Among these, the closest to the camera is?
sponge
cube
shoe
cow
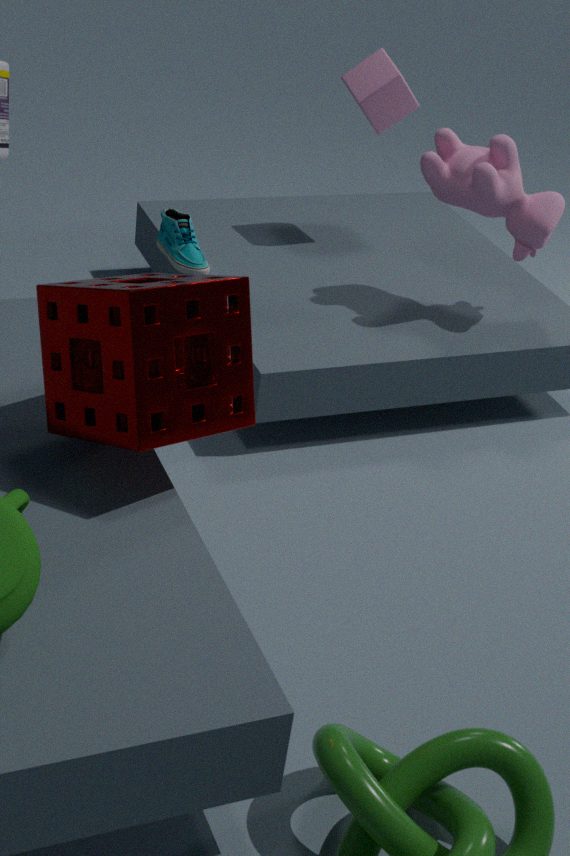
sponge
